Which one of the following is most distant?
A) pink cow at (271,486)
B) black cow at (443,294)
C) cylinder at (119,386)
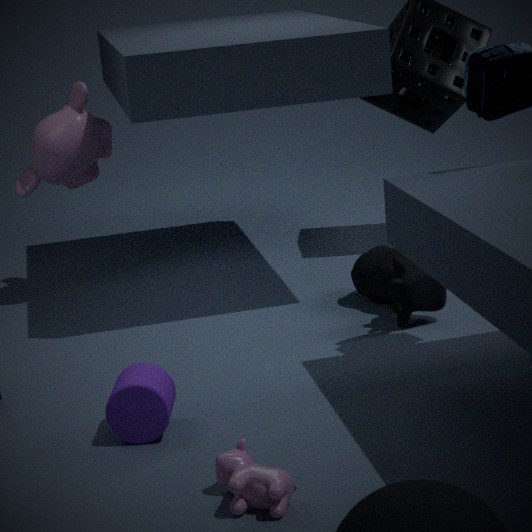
B. black cow at (443,294)
